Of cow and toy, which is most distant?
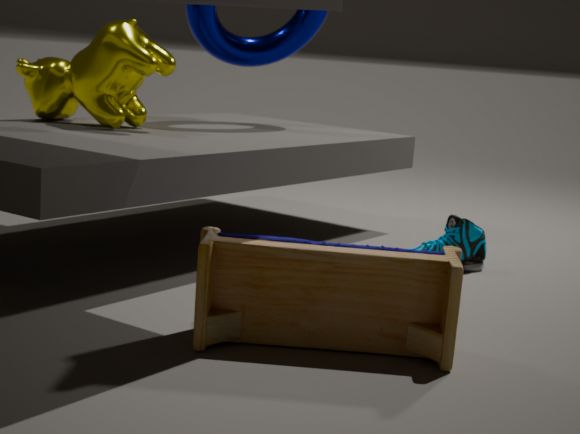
cow
